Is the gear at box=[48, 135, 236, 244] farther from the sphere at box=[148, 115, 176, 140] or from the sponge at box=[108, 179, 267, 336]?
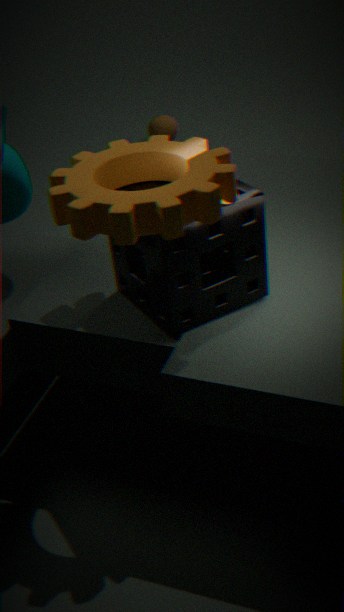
the sphere at box=[148, 115, 176, 140]
